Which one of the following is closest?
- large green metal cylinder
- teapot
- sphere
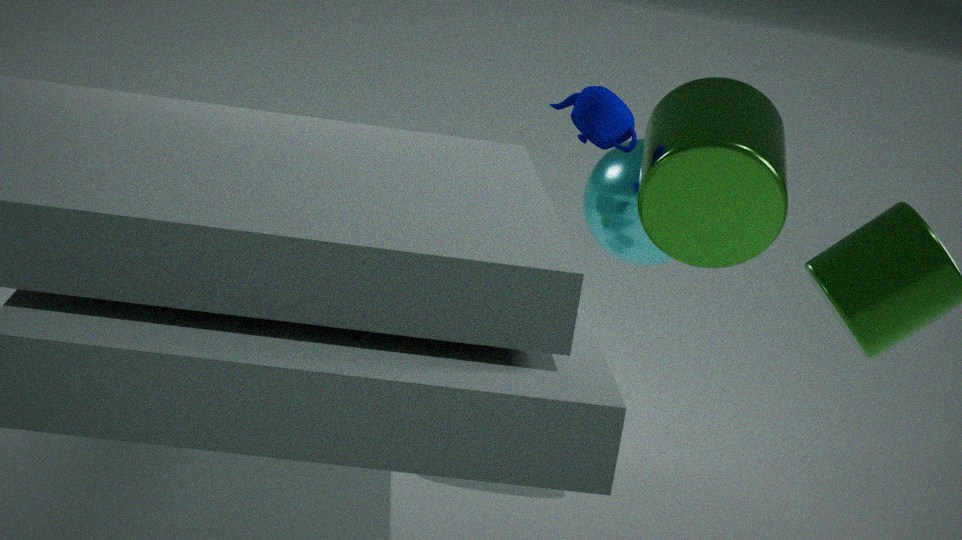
large green metal cylinder
